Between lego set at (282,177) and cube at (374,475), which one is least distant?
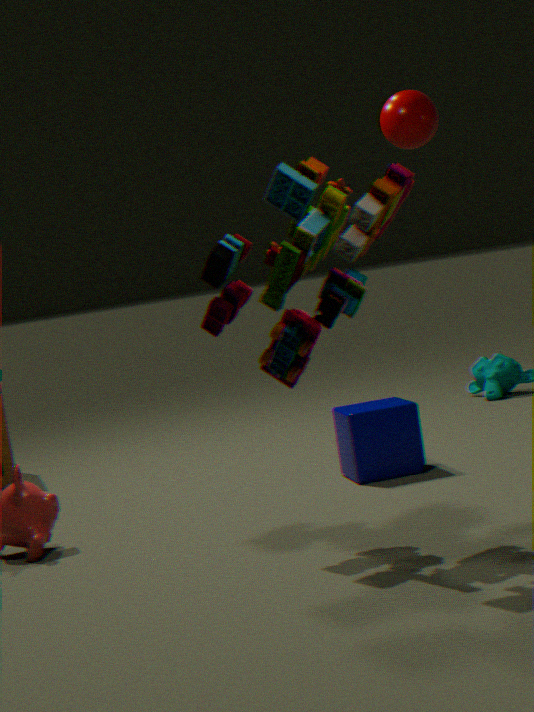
lego set at (282,177)
